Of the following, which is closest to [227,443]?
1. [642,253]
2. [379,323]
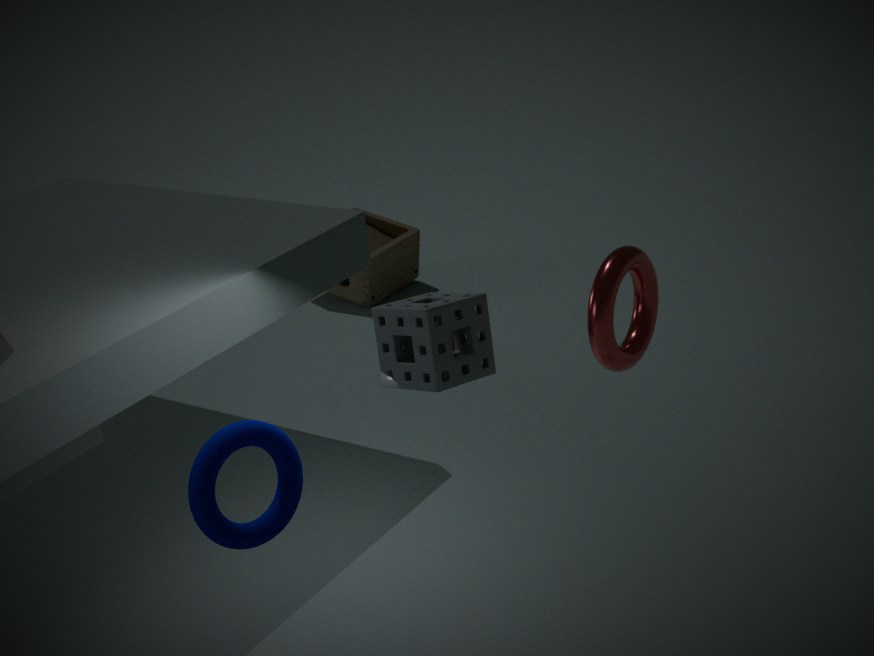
[379,323]
